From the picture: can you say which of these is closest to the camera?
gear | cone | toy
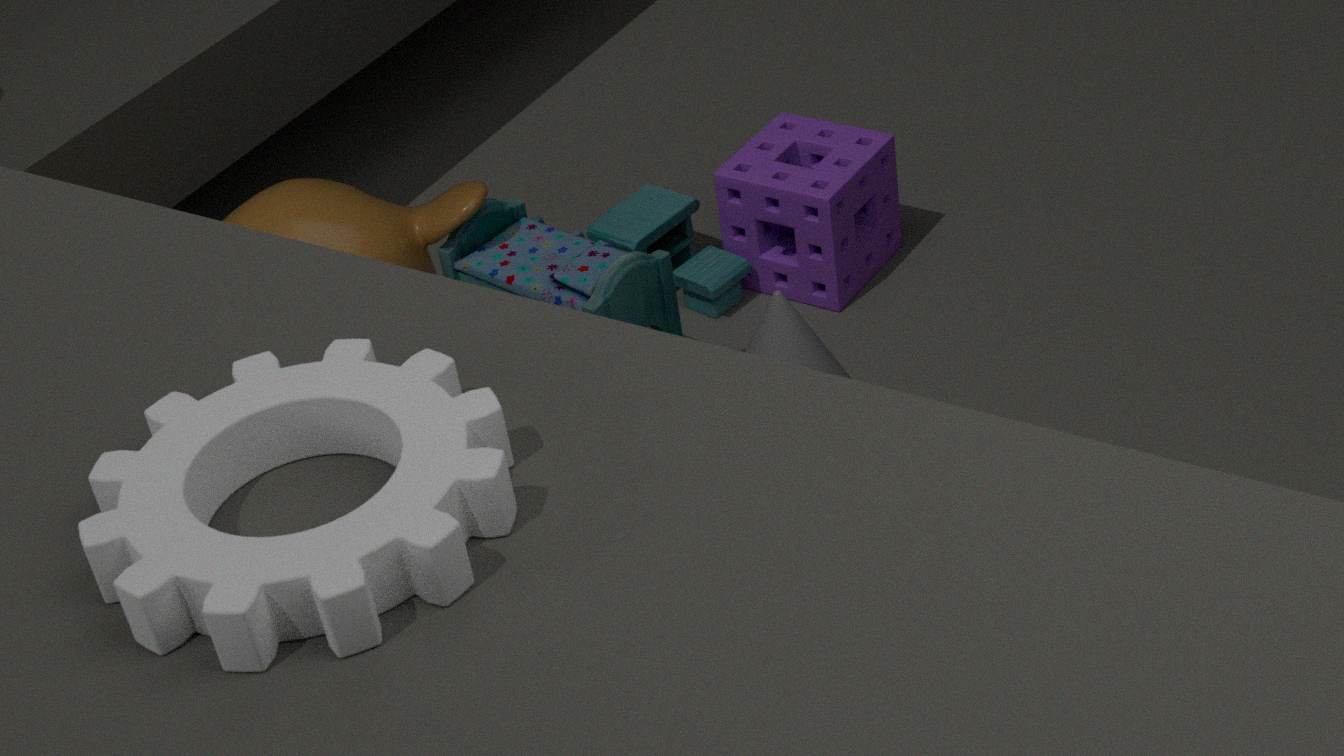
gear
